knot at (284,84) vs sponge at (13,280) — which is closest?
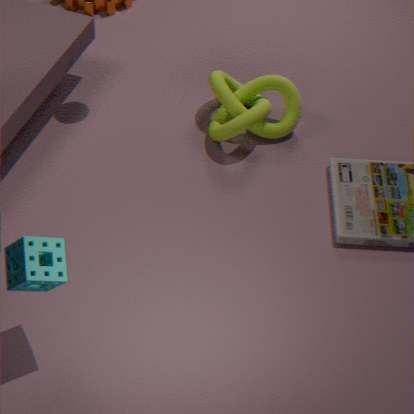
sponge at (13,280)
